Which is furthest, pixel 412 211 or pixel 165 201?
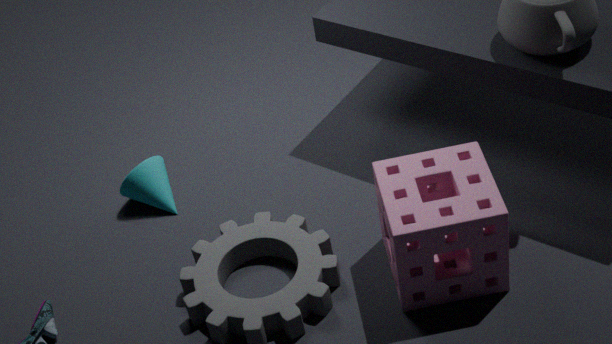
pixel 165 201
